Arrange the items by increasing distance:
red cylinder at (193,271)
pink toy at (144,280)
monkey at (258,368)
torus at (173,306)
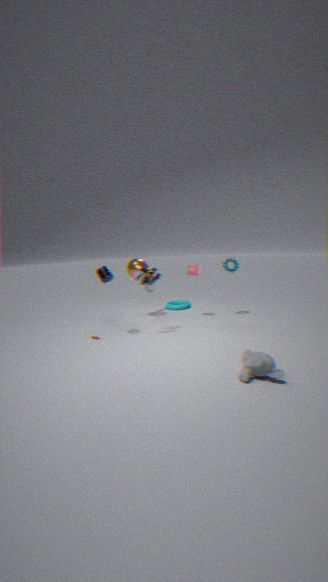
monkey at (258,368)
pink toy at (144,280)
red cylinder at (193,271)
torus at (173,306)
